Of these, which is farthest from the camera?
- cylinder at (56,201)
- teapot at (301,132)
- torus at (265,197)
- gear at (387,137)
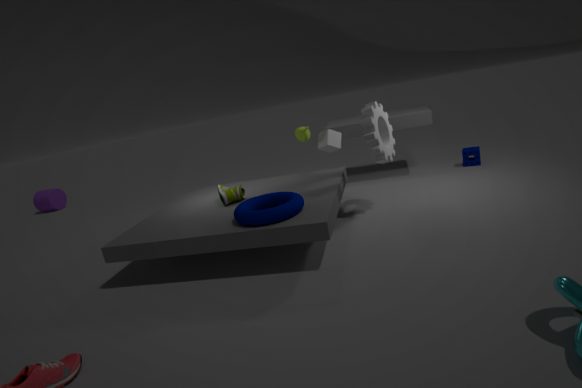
cylinder at (56,201)
